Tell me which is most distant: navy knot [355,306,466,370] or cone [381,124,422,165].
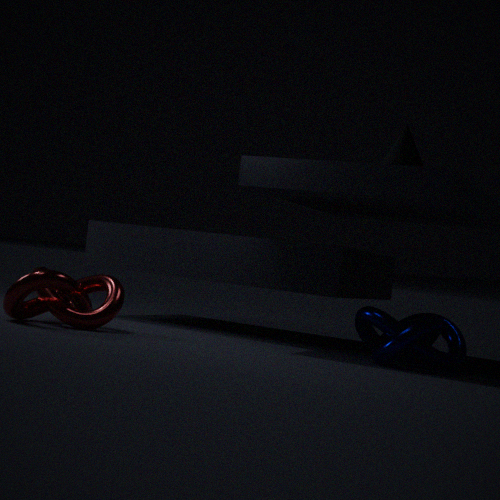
cone [381,124,422,165]
